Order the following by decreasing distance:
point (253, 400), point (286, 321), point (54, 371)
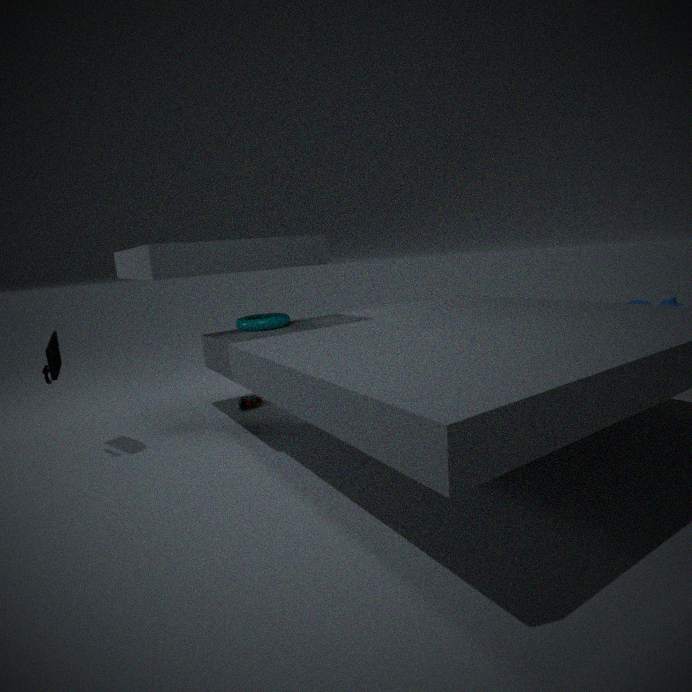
1. point (253, 400)
2. point (286, 321)
3. point (54, 371)
